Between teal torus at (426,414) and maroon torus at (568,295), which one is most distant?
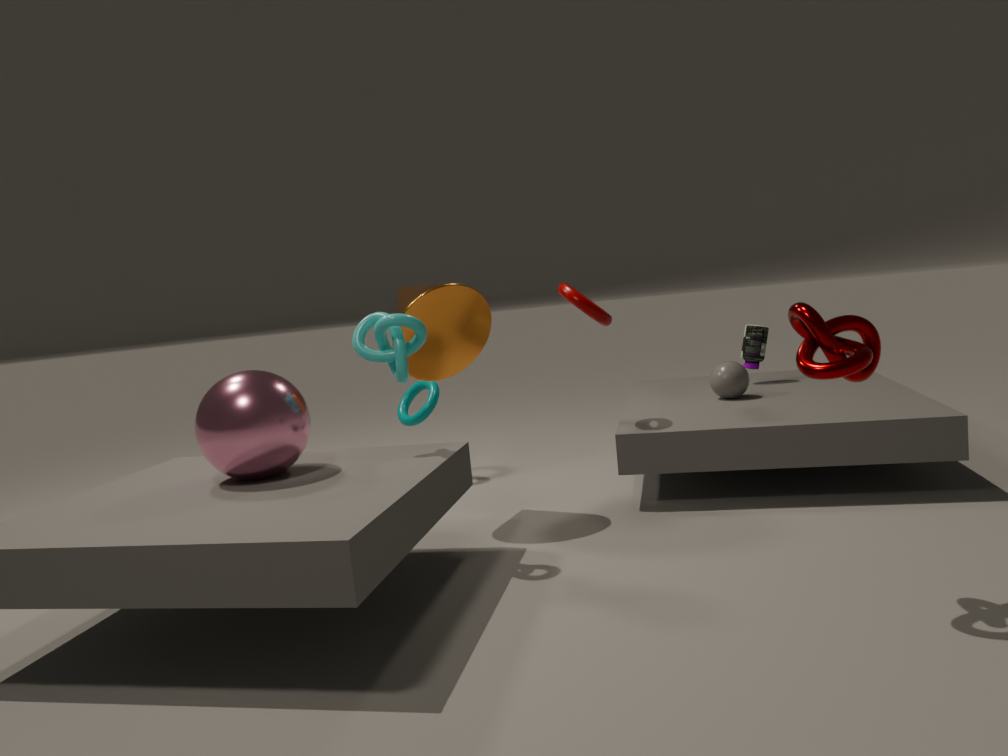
teal torus at (426,414)
